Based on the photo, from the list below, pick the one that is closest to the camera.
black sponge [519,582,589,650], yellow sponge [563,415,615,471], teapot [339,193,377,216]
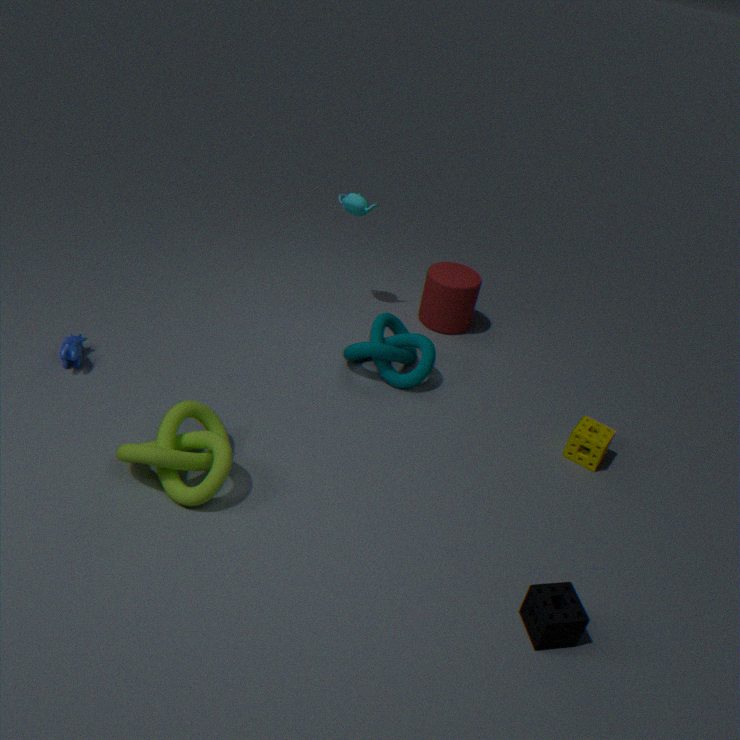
black sponge [519,582,589,650]
